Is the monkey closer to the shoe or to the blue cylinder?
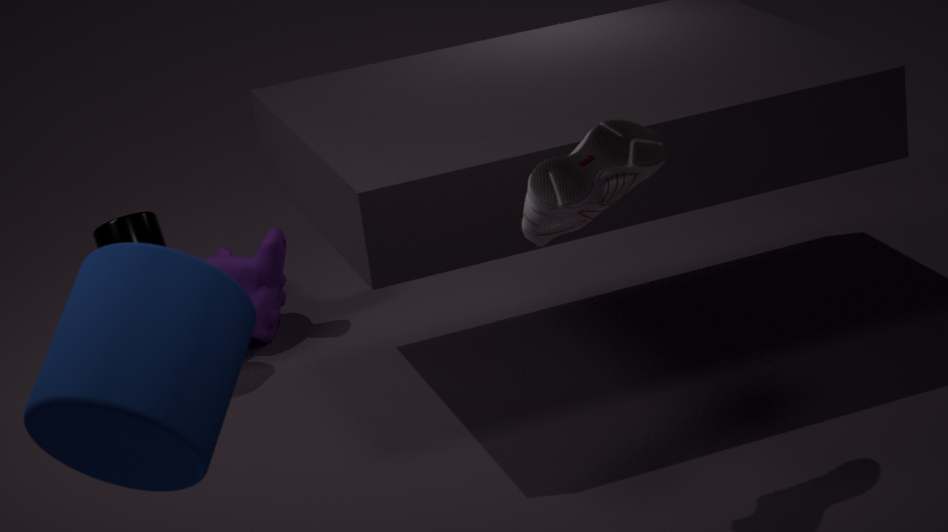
the blue cylinder
